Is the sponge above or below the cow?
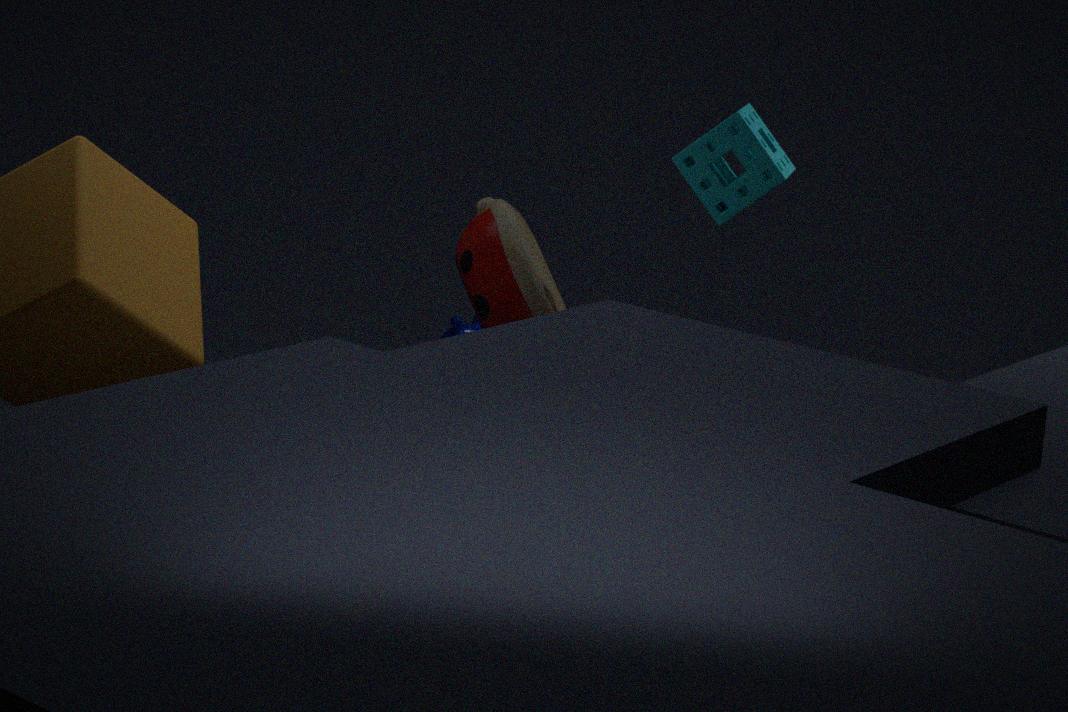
above
